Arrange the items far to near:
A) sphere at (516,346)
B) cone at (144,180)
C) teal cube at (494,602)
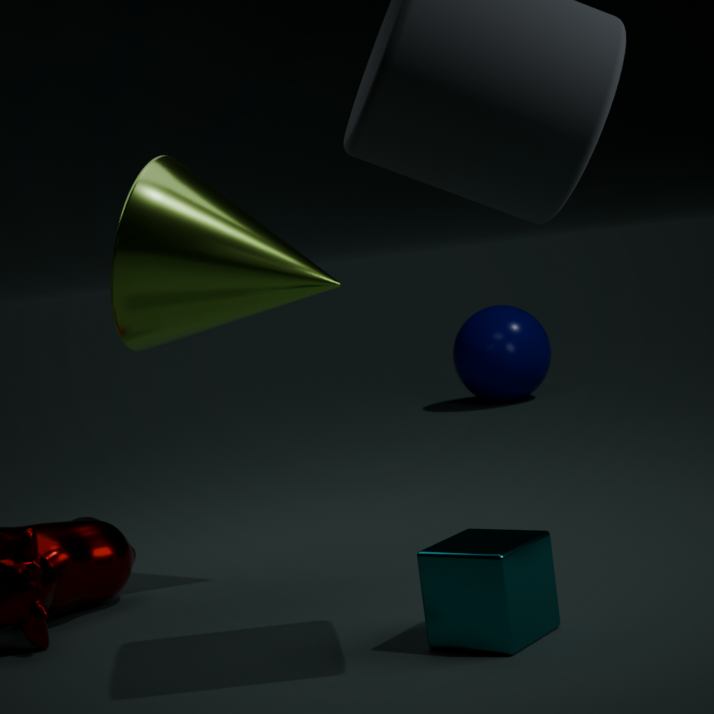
1. sphere at (516,346)
2. cone at (144,180)
3. teal cube at (494,602)
